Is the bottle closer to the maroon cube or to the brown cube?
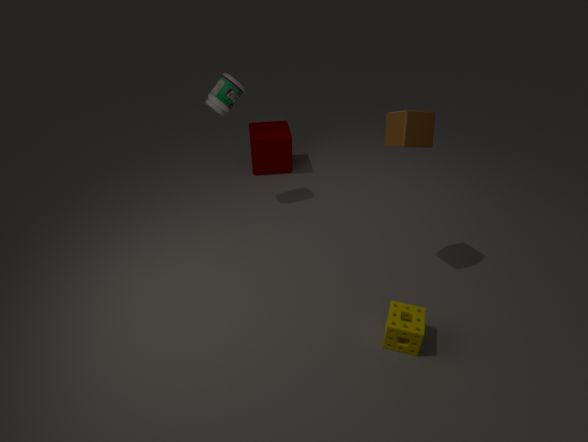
the maroon cube
